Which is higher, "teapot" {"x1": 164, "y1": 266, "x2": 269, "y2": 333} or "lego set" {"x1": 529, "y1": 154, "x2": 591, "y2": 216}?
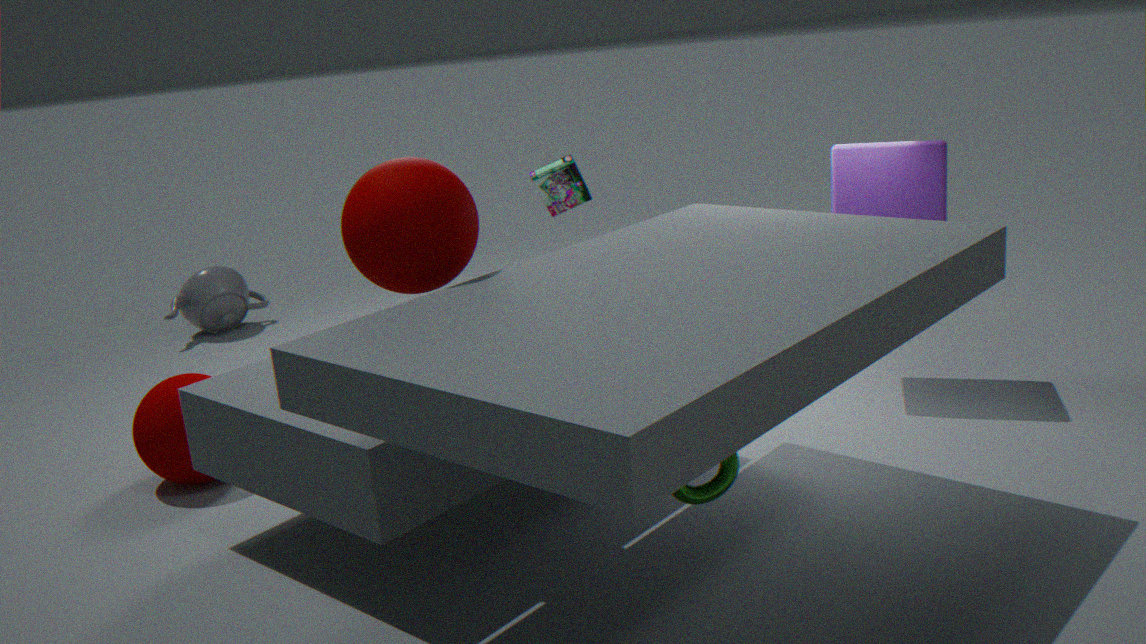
"lego set" {"x1": 529, "y1": 154, "x2": 591, "y2": 216}
